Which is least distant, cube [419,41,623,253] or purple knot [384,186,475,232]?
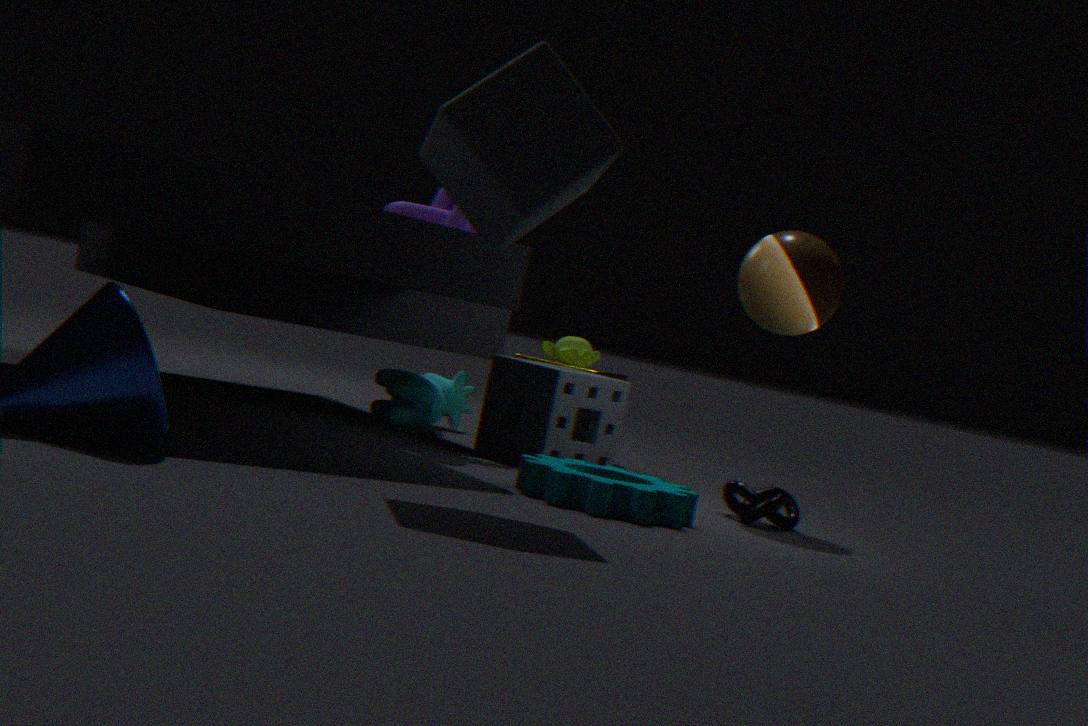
cube [419,41,623,253]
